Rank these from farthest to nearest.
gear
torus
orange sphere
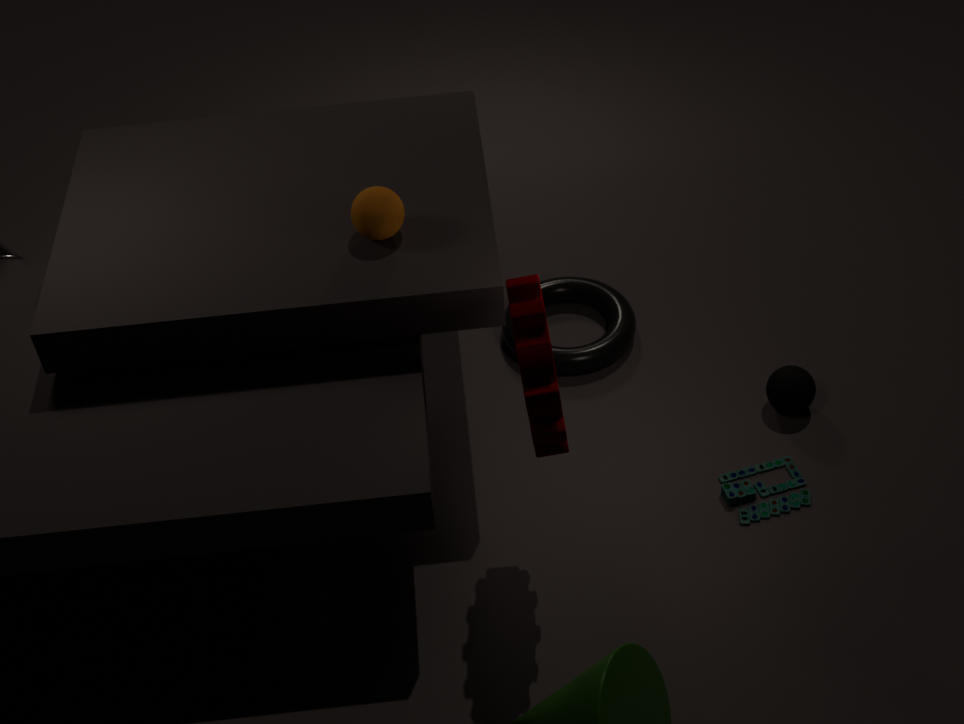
torus < orange sphere < gear
